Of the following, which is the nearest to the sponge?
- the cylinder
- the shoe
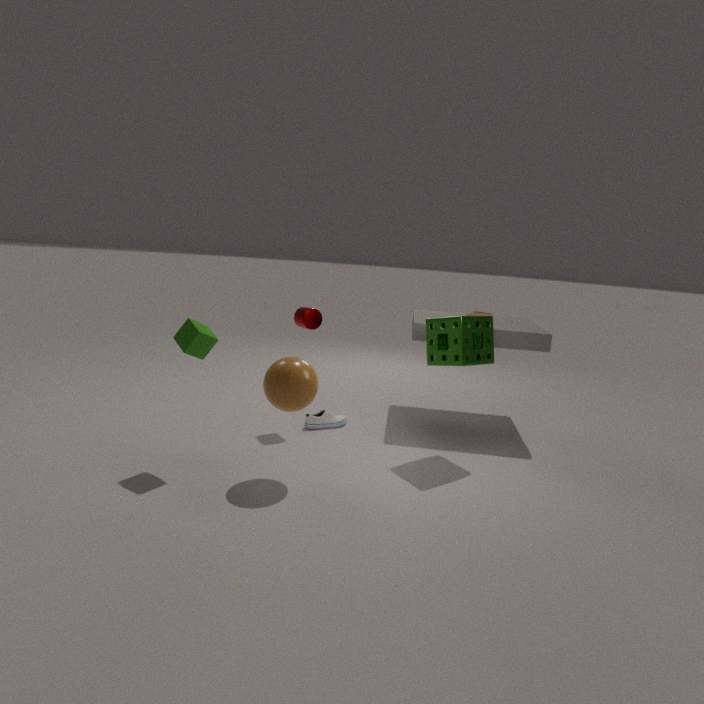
the cylinder
